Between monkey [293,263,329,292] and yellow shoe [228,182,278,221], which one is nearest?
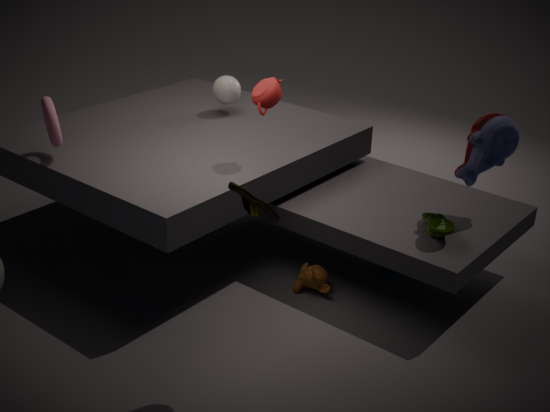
yellow shoe [228,182,278,221]
